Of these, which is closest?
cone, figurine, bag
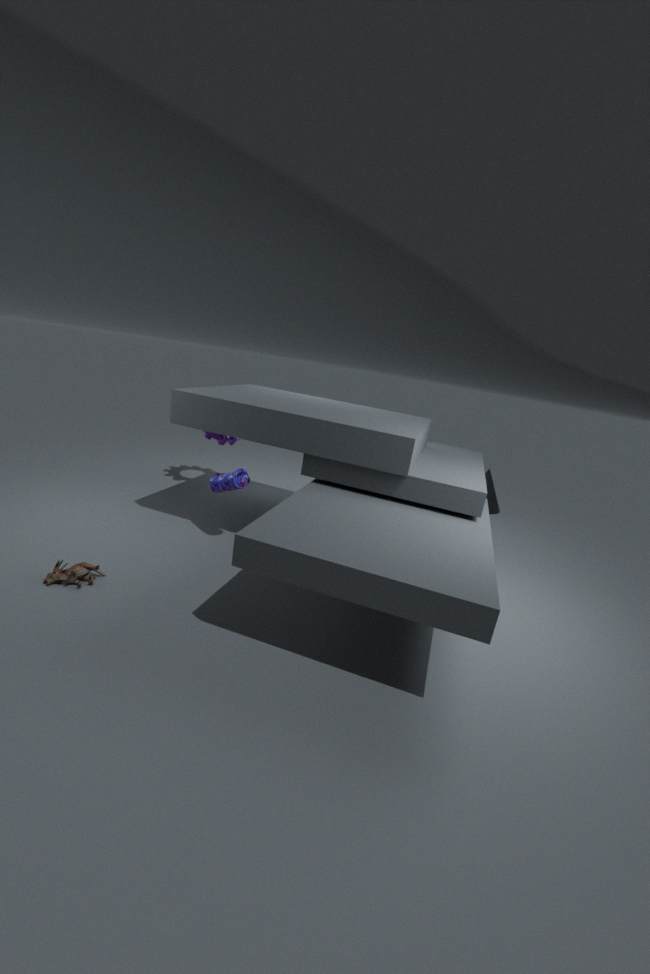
figurine
